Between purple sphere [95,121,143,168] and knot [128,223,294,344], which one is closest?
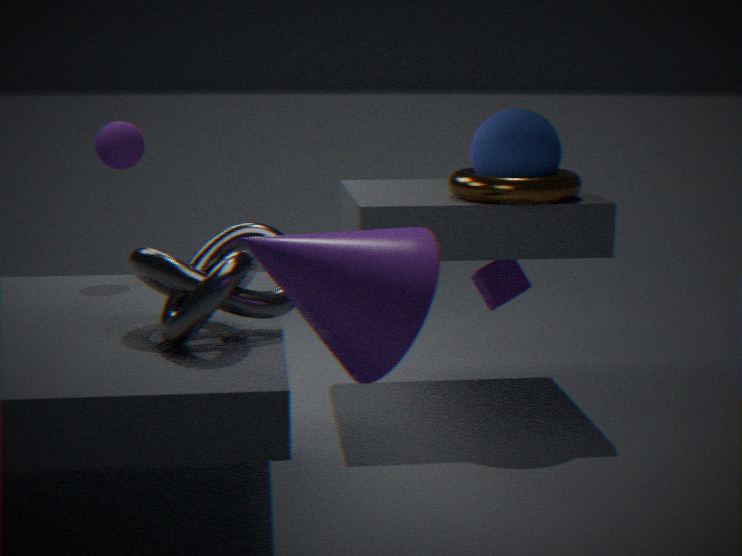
knot [128,223,294,344]
